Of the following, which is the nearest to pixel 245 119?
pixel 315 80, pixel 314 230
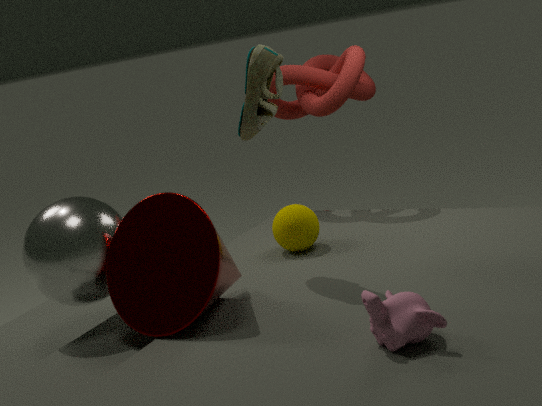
pixel 314 230
